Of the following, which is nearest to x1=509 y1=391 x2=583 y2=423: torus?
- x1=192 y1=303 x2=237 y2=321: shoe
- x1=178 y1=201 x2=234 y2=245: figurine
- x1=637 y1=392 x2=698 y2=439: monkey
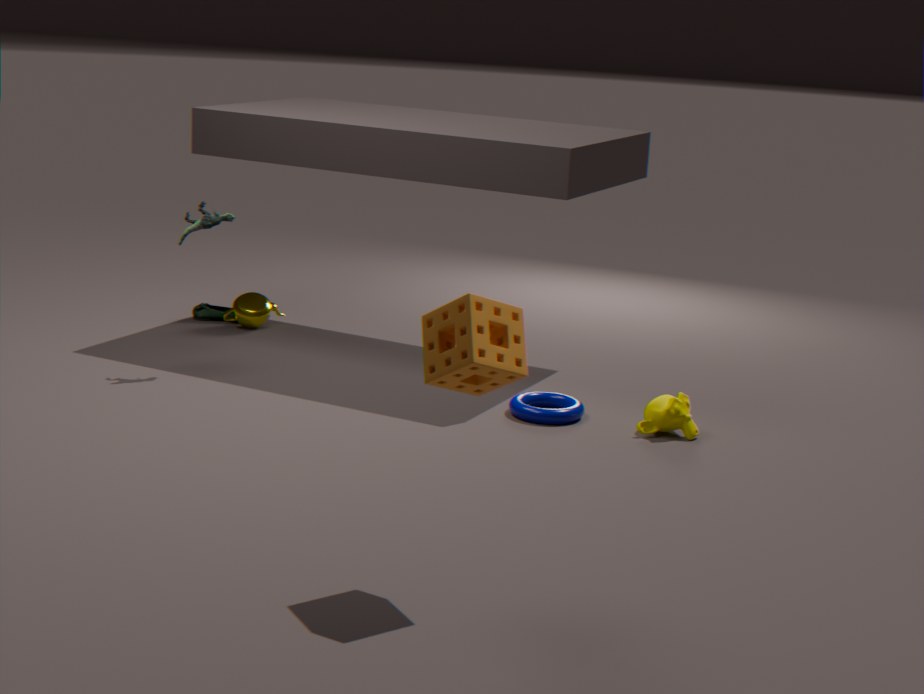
x1=637 y1=392 x2=698 y2=439: monkey
